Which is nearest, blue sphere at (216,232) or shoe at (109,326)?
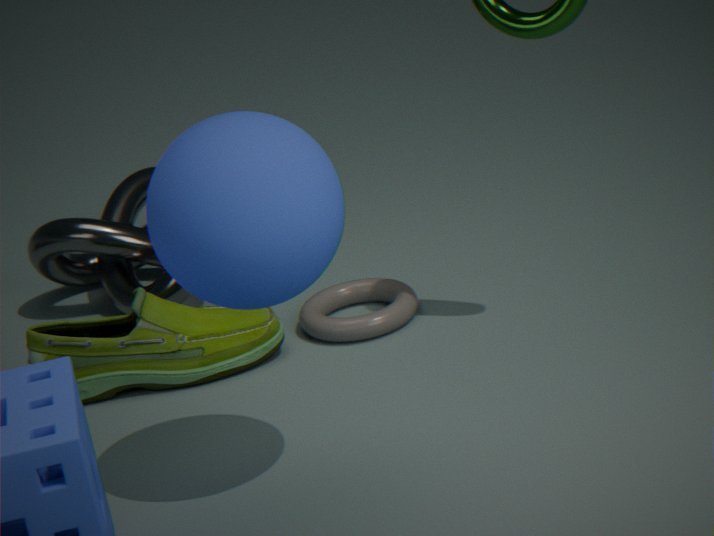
blue sphere at (216,232)
